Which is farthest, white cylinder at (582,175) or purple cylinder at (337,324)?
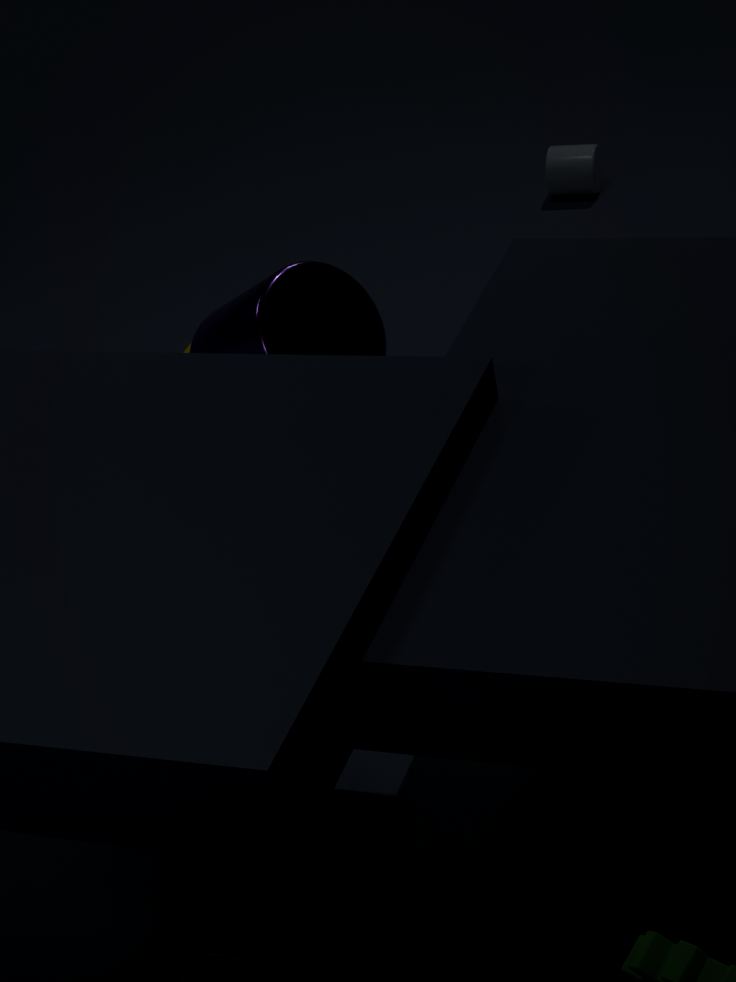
white cylinder at (582,175)
